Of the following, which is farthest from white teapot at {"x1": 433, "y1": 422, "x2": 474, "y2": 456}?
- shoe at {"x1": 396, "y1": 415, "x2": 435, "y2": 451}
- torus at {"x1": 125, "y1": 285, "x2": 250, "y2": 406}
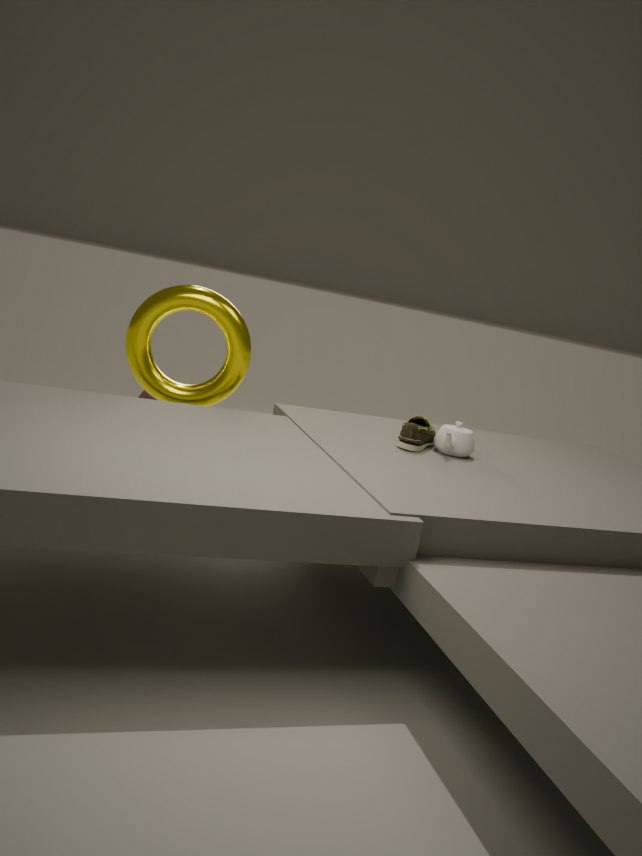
torus at {"x1": 125, "y1": 285, "x2": 250, "y2": 406}
